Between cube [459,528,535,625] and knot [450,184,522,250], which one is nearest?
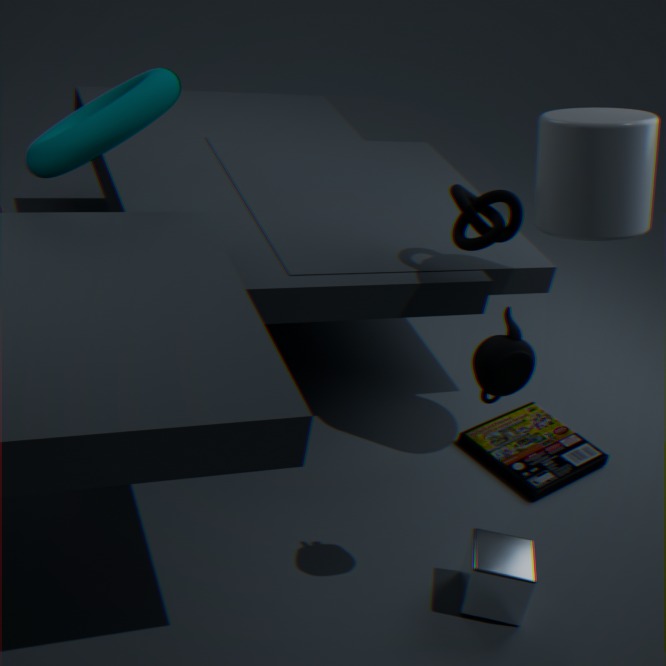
cube [459,528,535,625]
